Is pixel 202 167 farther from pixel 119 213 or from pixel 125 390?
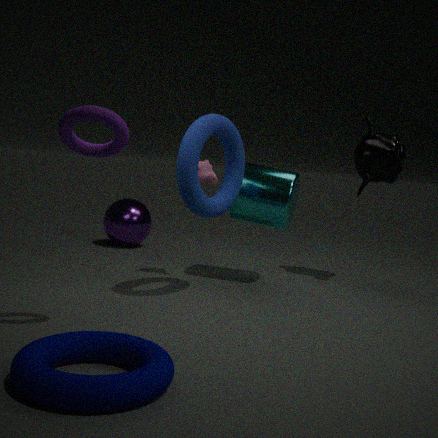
pixel 125 390
